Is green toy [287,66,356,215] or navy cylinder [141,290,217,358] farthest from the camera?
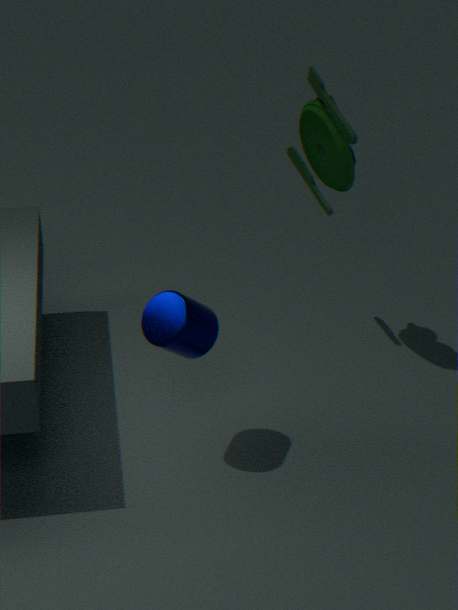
green toy [287,66,356,215]
